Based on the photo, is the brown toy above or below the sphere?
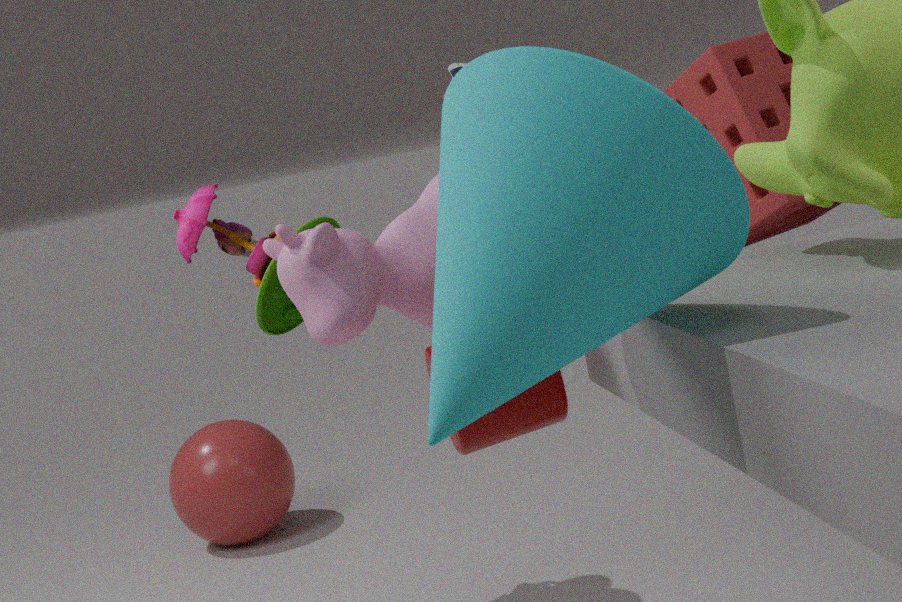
above
